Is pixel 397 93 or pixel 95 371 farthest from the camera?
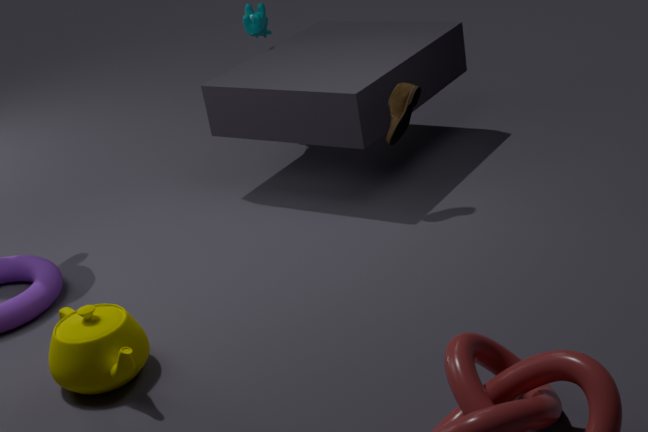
pixel 397 93
